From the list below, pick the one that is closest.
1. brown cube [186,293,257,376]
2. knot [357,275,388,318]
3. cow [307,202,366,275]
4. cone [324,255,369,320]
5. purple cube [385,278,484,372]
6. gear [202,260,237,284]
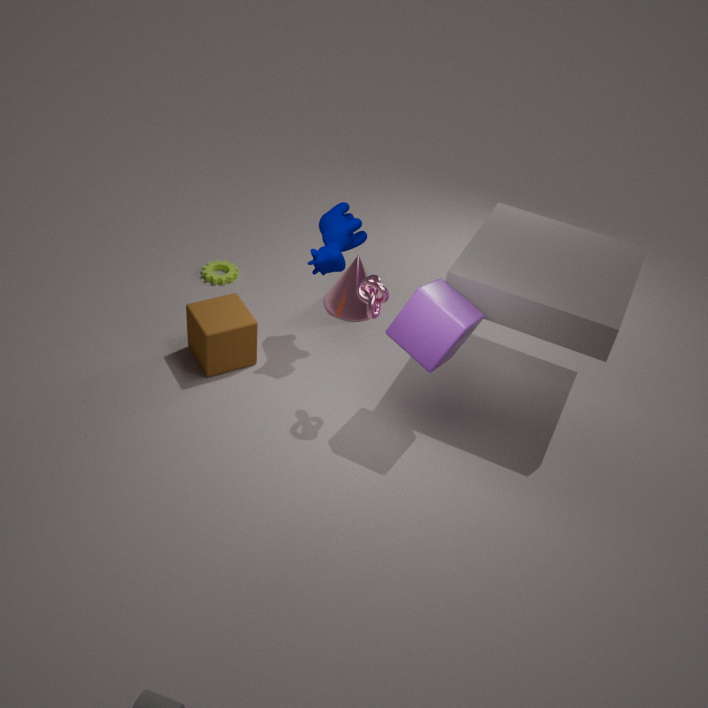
purple cube [385,278,484,372]
